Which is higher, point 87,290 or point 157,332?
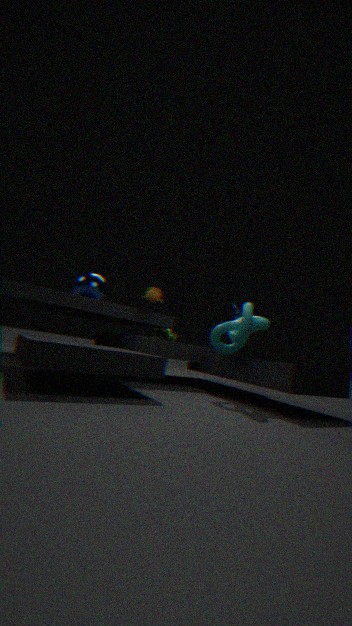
point 87,290
